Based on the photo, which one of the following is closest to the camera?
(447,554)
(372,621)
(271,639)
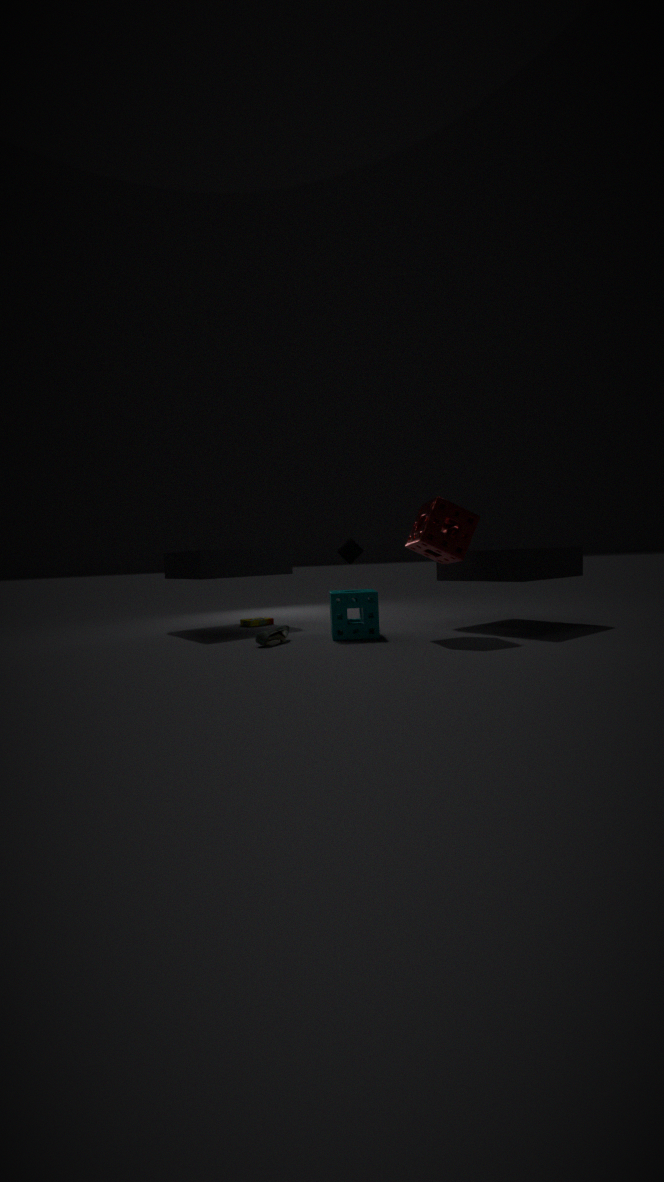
(447,554)
